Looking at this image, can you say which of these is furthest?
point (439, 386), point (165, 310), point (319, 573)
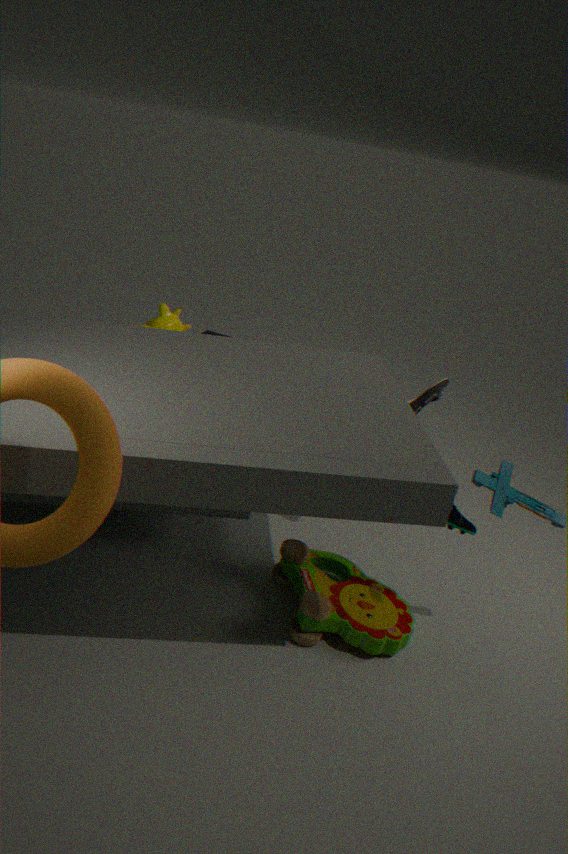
point (165, 310)
